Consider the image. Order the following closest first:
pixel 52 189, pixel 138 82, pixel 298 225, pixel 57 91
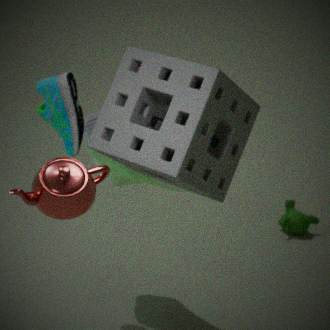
1. pixel 52 189
2. pixel 138 82
3. pixel 57 91
4. pixel 298 225
